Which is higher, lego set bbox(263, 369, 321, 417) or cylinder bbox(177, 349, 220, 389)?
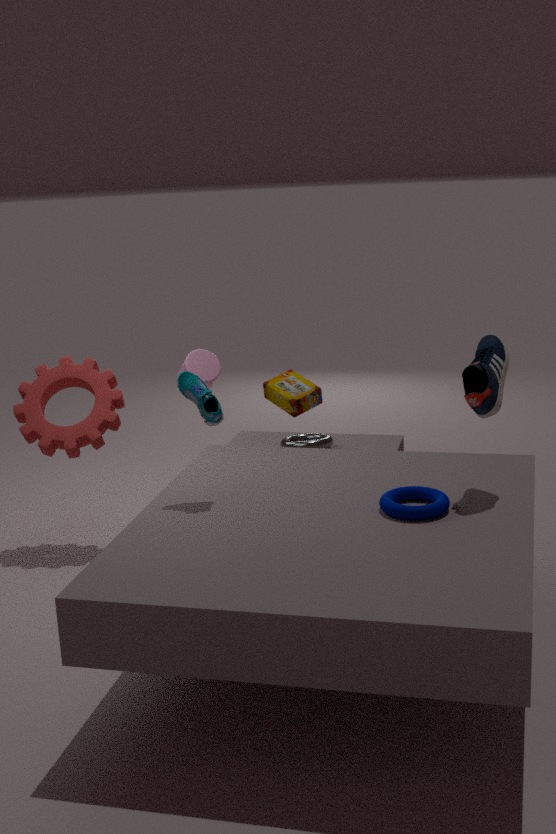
cylinder bbox(177, 349, 220, 389)
